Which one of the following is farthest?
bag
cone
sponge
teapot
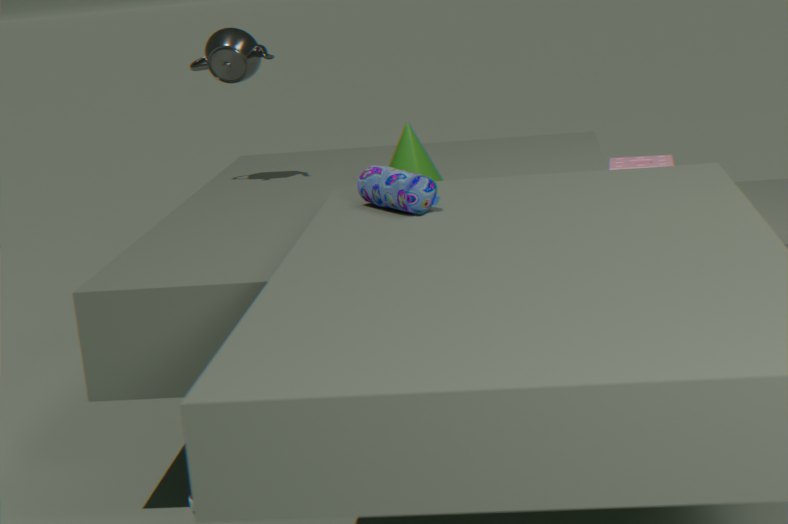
teapot
